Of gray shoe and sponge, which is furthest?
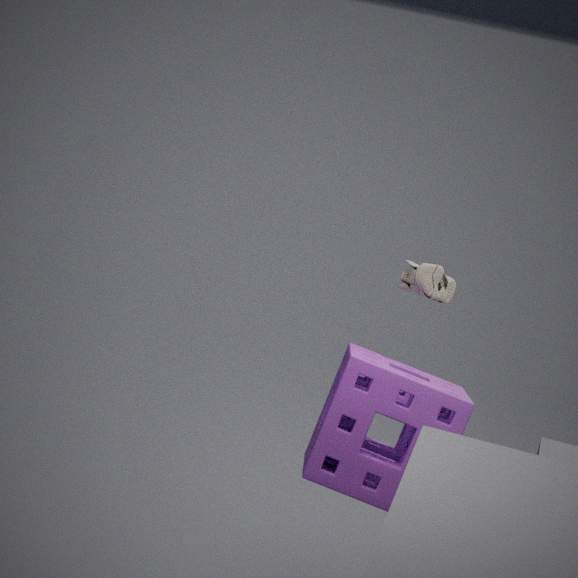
gray shoe
